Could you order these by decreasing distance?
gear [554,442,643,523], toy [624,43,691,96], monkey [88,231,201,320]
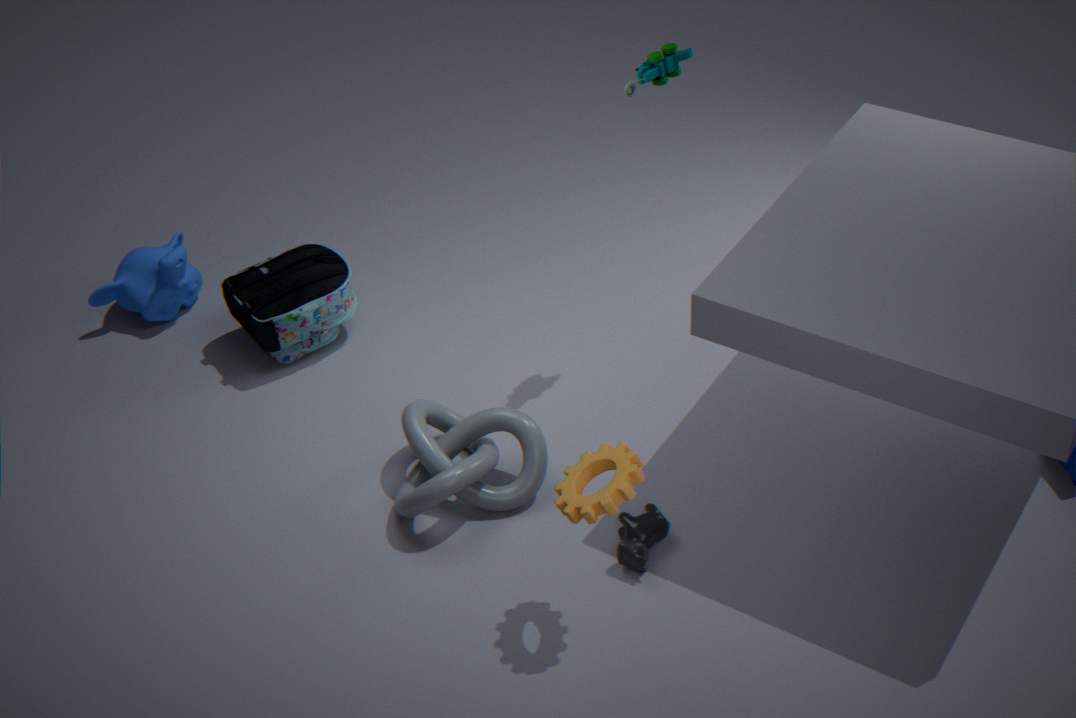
monkey [88,231,201,320], toy [624,43,691,96], gear [554,442,643,523]
